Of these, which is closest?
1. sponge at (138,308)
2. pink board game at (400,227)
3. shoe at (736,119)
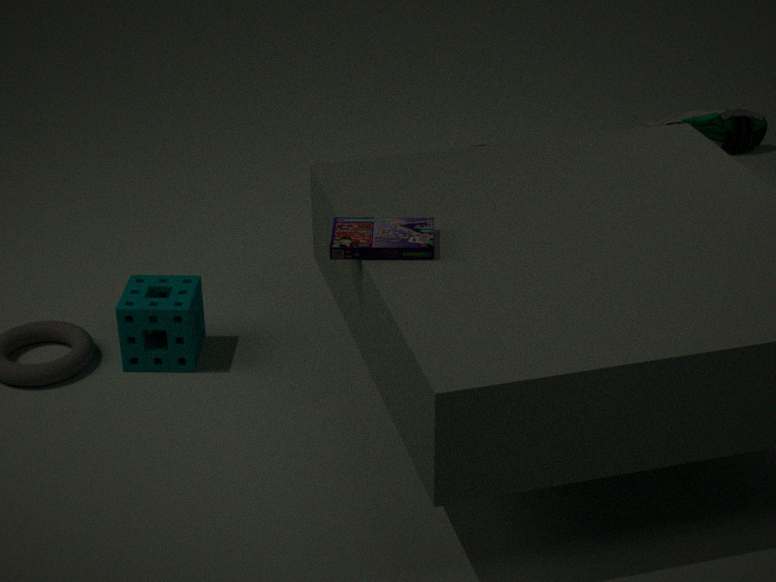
pink board game at (400,227)
